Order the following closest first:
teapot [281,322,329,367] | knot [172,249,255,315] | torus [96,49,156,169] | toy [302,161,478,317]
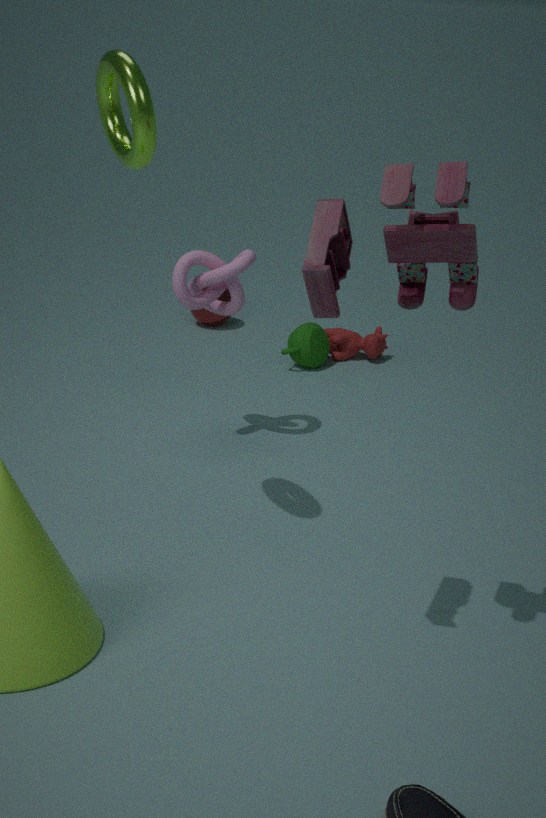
toy [302,161,478,317], torus [96,49,156,169], knot [172,249,255,315], teapot [281,322,329,367]
